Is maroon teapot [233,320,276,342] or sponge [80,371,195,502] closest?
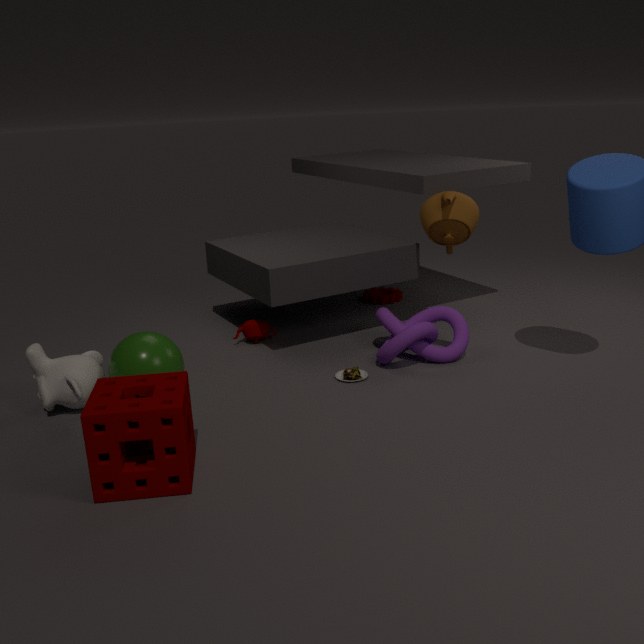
sponge [80,371,195,502]
